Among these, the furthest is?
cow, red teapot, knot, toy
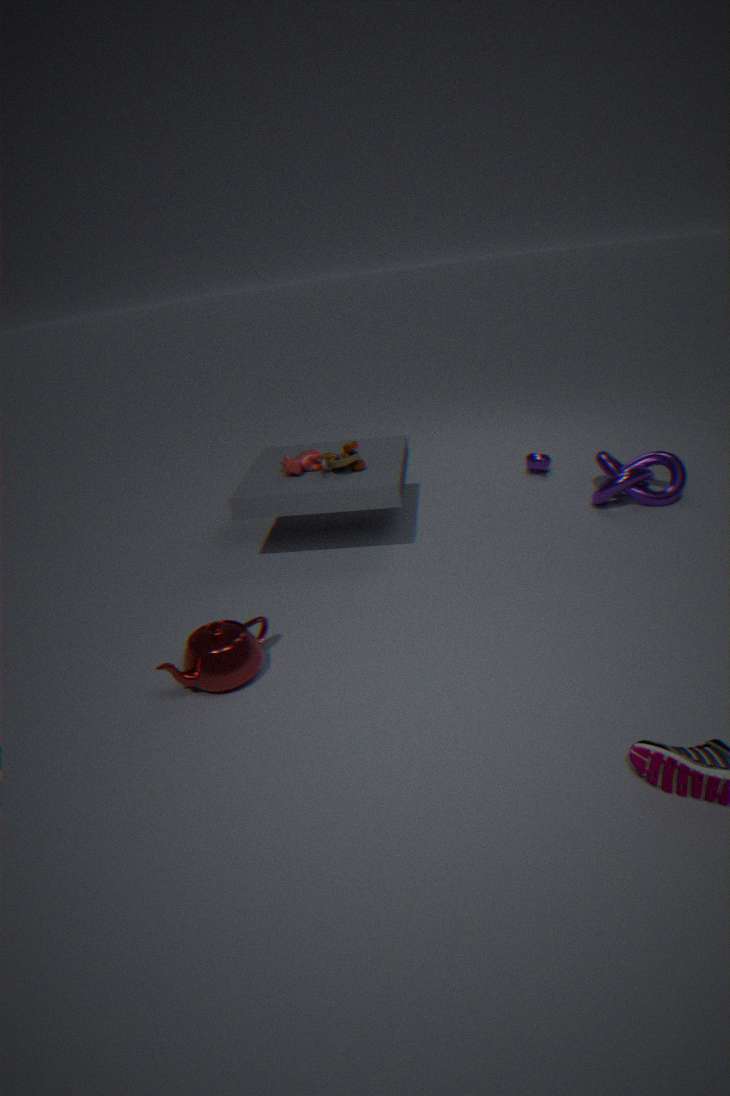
knot
